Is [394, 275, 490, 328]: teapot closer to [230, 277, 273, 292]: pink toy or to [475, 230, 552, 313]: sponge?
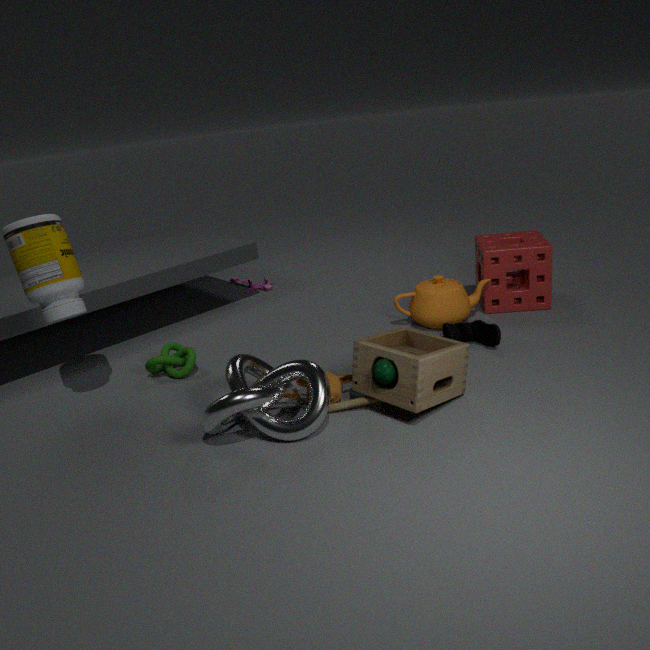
[475, 230, 552, 313]: sponge
